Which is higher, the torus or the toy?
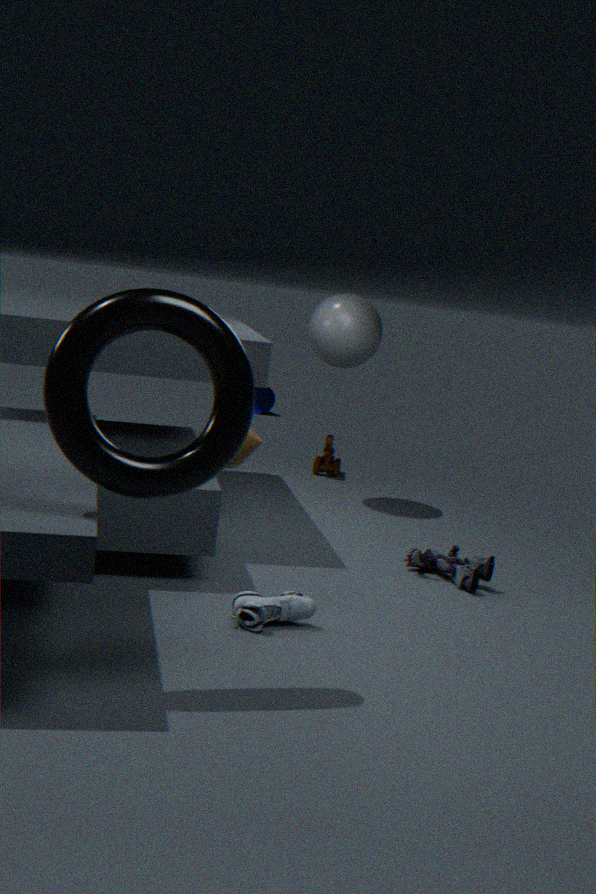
the torus
